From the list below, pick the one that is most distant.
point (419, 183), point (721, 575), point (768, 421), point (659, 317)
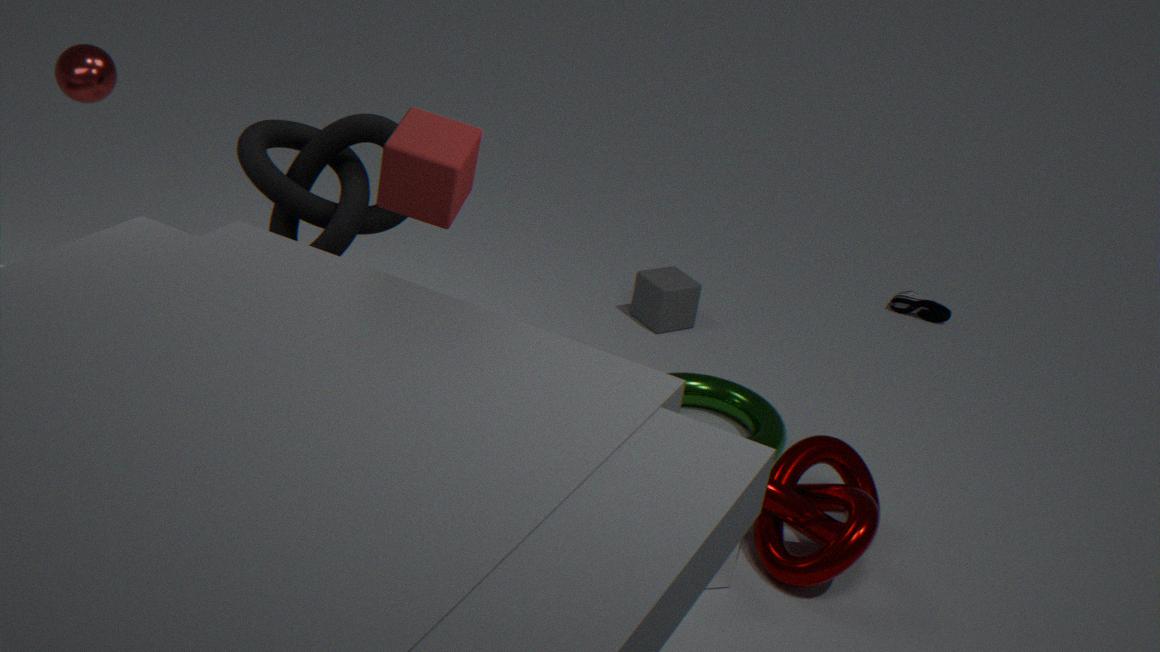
point (659, 317)
